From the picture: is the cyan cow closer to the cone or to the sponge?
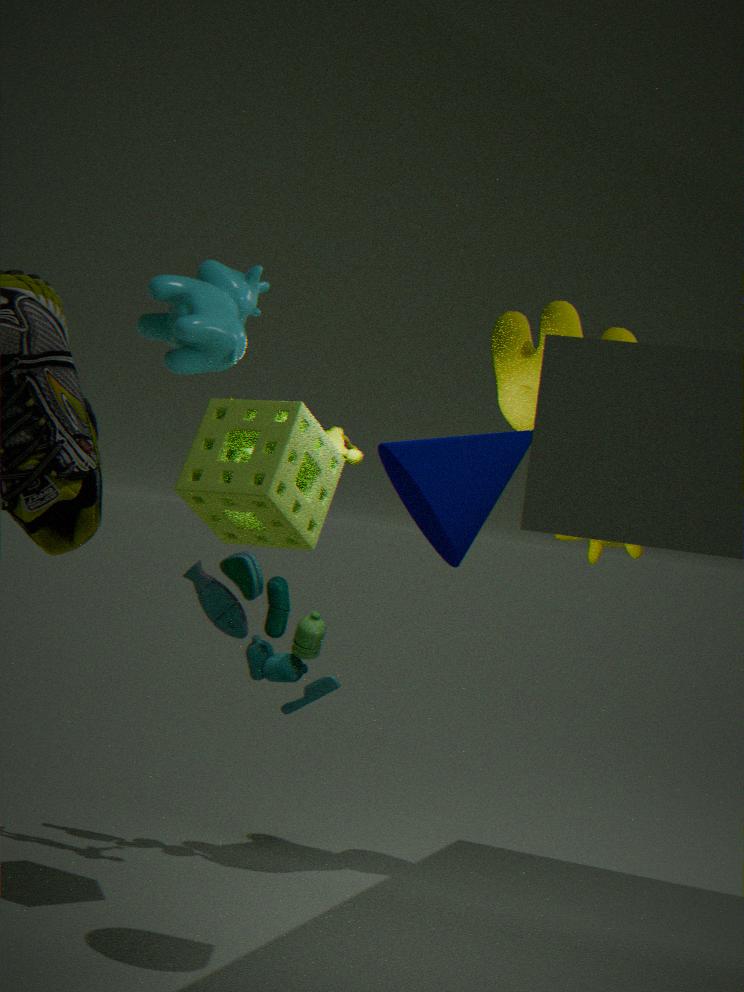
the sponge
